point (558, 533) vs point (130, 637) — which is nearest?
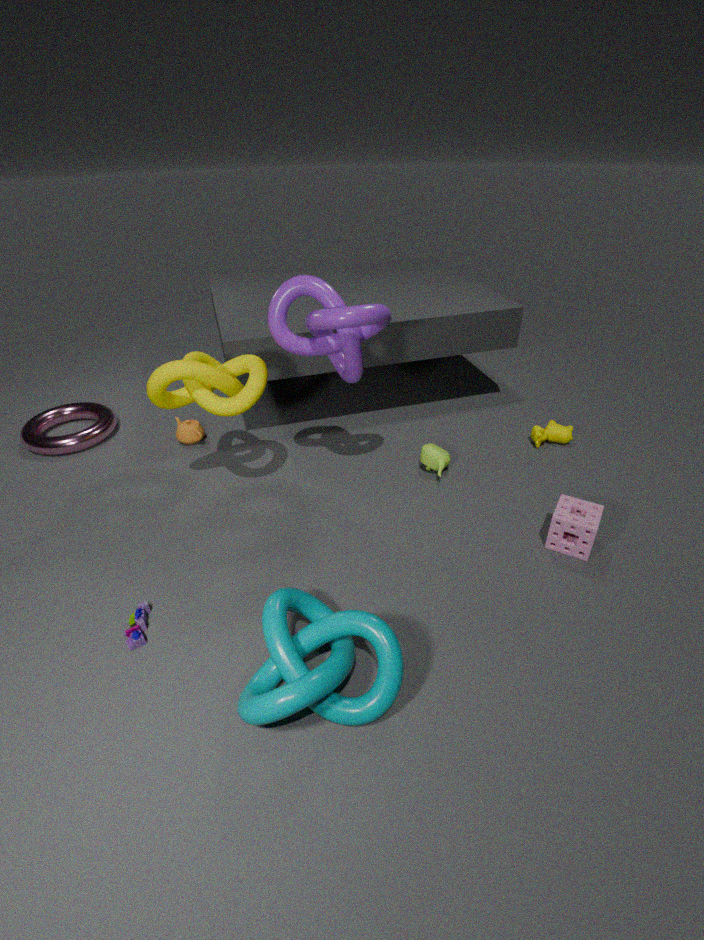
point (130, 637)
